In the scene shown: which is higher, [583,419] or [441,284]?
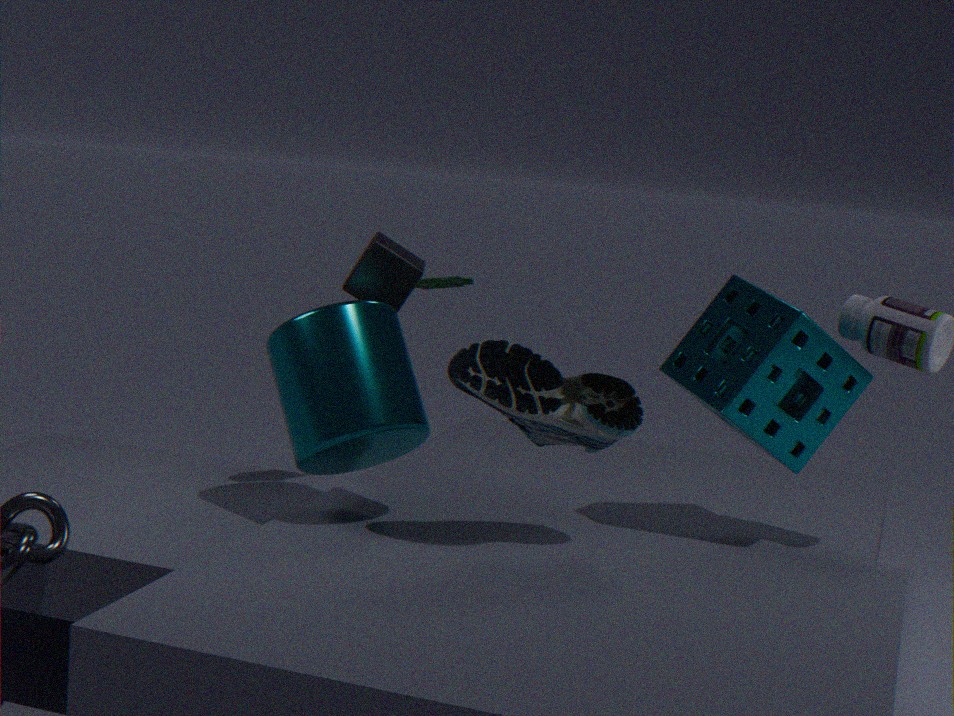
[441,284]
